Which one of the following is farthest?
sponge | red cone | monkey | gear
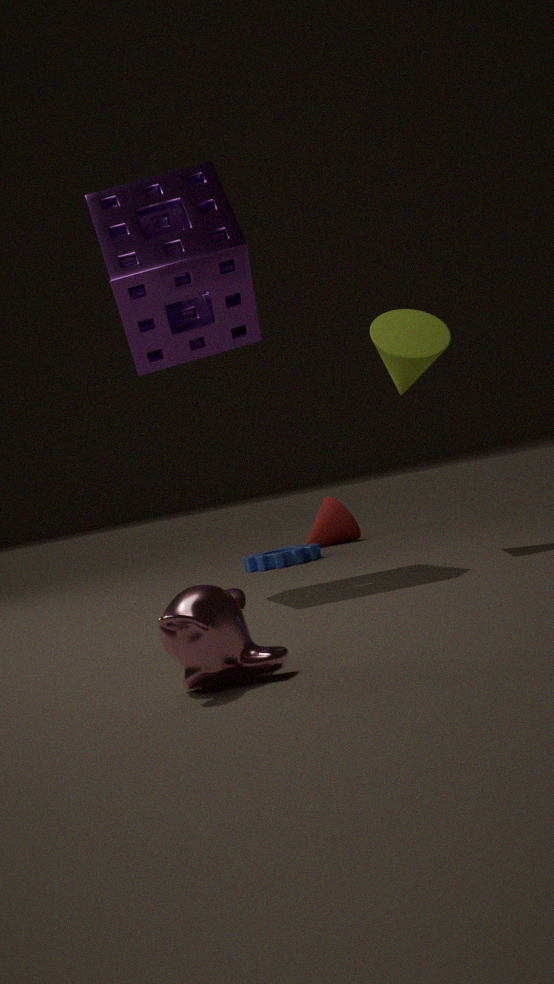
red cone
